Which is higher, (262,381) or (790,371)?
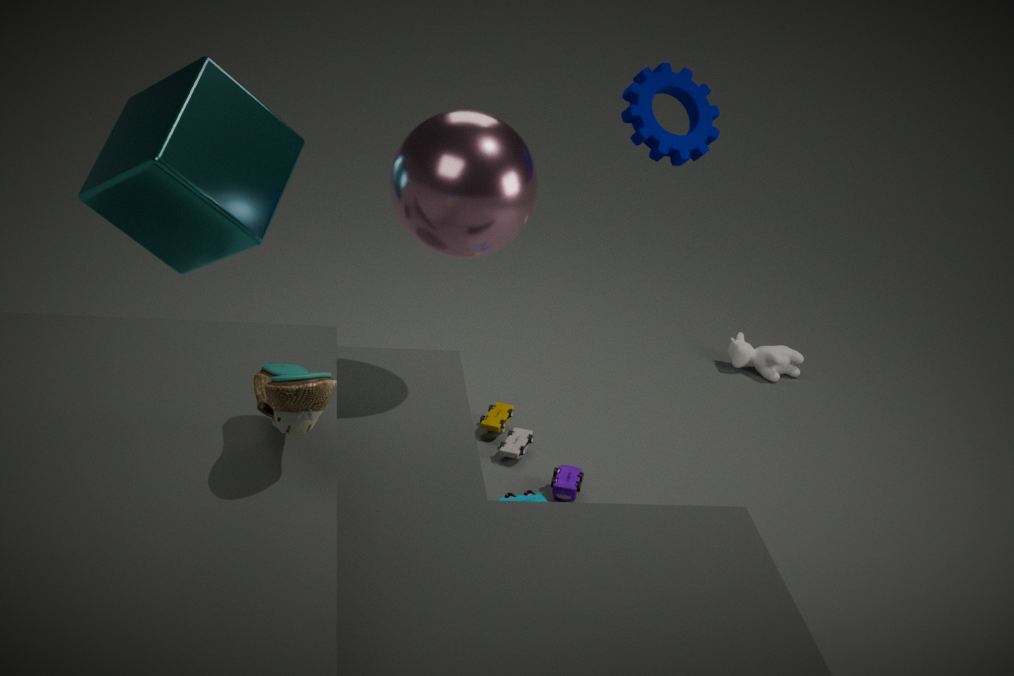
(262,381)
